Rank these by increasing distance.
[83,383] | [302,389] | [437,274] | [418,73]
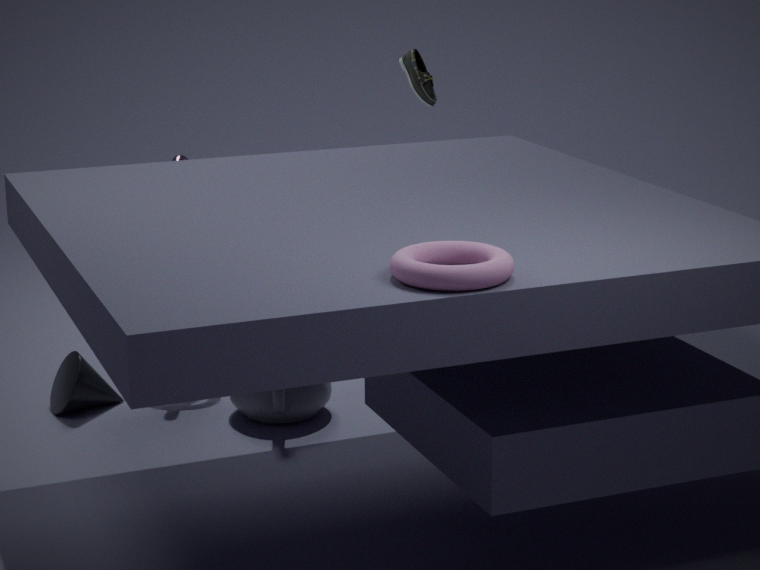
[437,274] < [302,389] < [83,383] < [418,73]
